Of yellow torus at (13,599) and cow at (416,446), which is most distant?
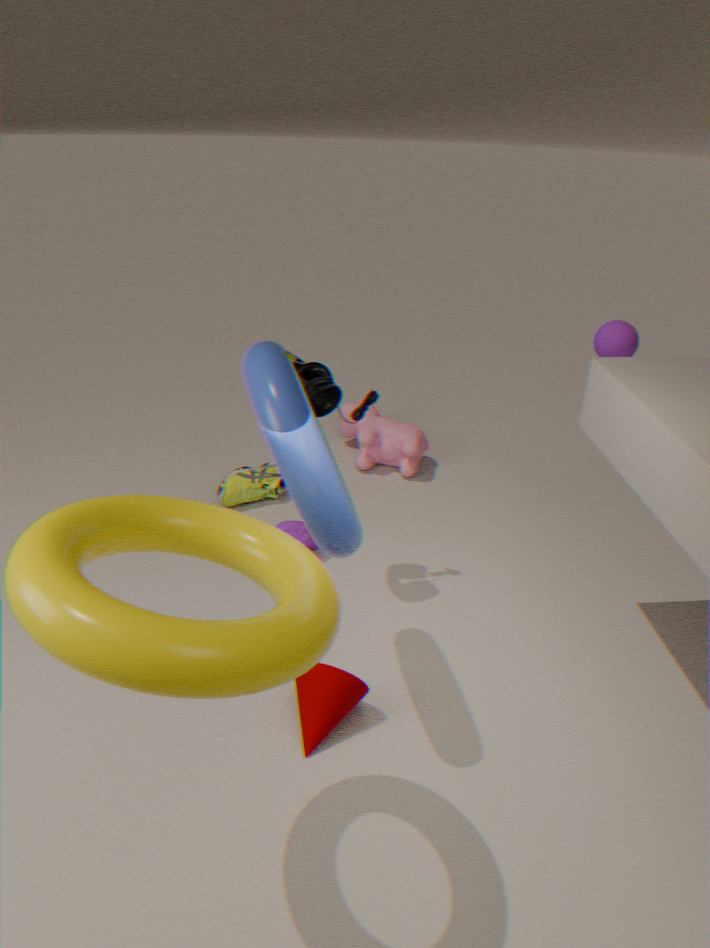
cow at (416,446)
